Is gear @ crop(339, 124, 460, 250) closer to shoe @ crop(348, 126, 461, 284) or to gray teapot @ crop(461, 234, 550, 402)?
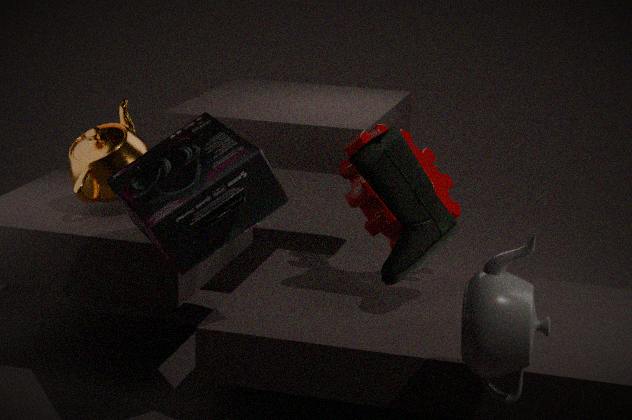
shoe @ crop(348, 126, 461, 284)
